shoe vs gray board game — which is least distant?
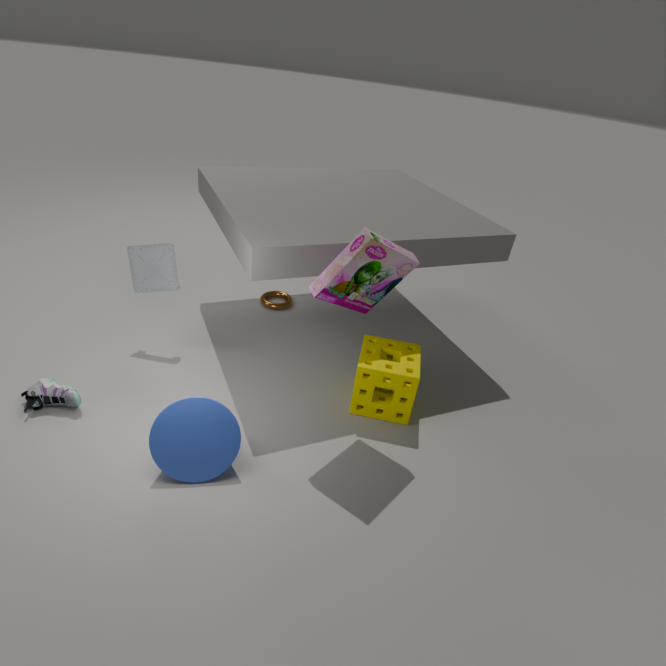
shoe
